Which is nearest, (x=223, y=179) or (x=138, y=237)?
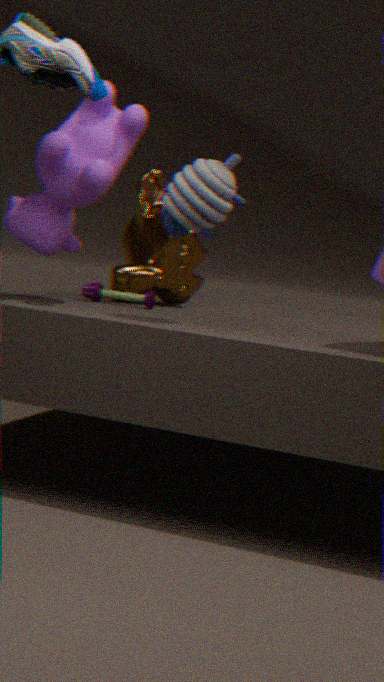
(x=223, y=179)
